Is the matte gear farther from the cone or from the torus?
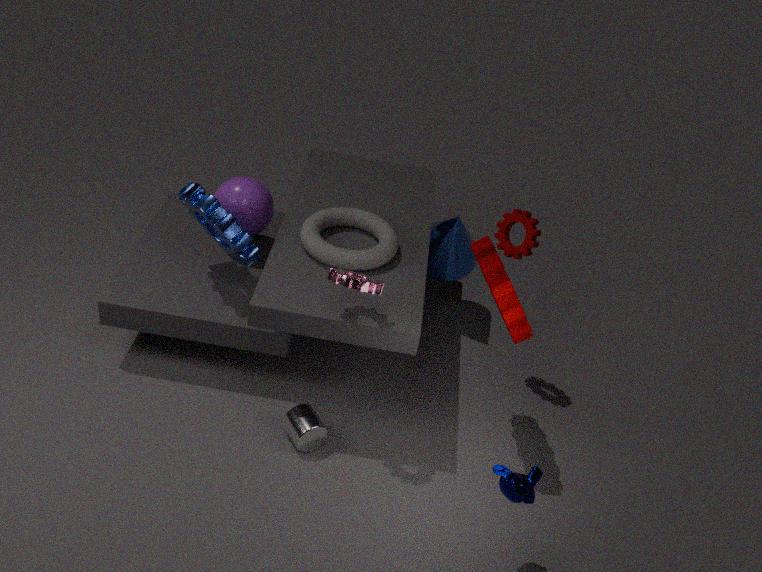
the cone
